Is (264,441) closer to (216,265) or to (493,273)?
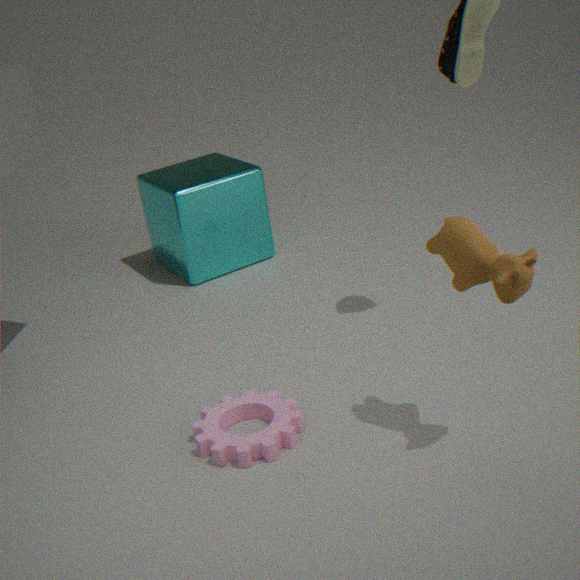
(493,273)
